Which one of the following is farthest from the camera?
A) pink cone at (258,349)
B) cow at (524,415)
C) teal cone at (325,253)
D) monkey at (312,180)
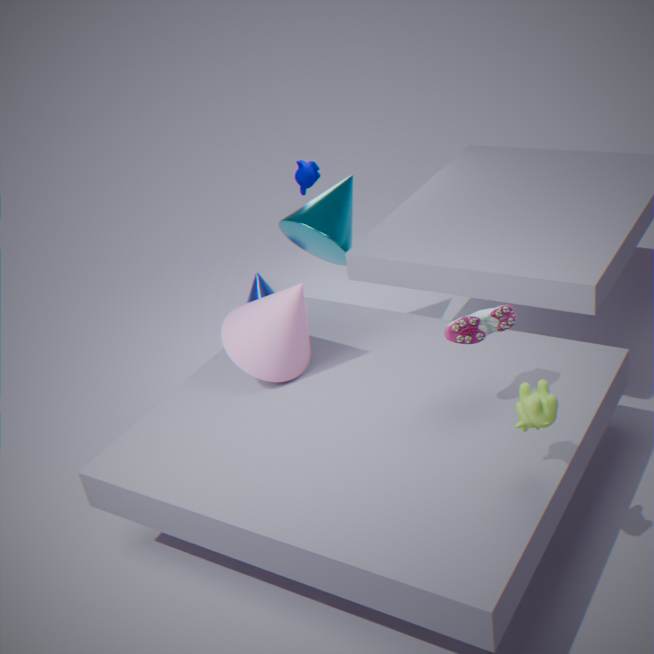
monkey at (312,180)
